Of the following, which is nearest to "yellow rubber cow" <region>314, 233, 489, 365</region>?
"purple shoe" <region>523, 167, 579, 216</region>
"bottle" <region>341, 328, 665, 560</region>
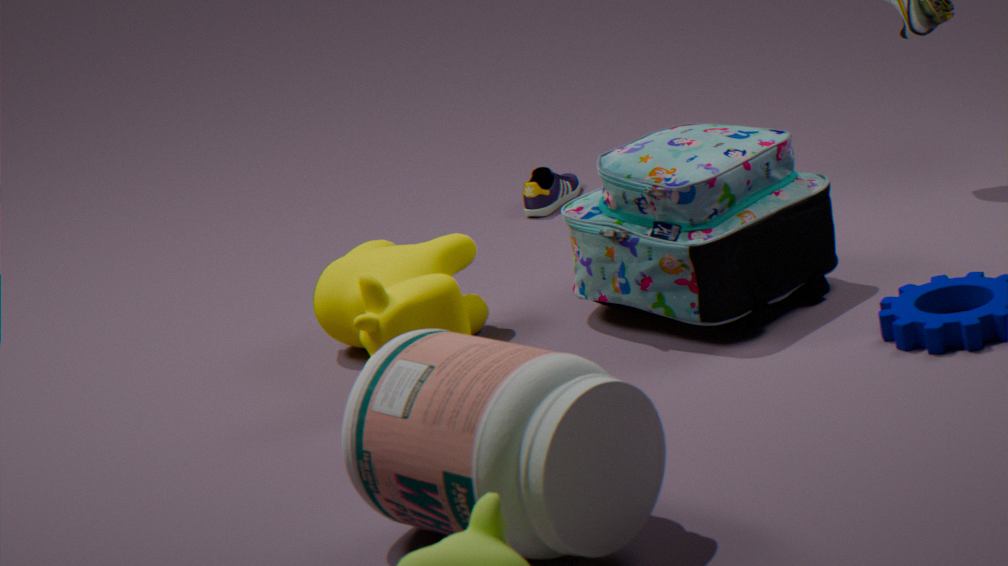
"bottle" <region>341, 328, 665, 560</region>
